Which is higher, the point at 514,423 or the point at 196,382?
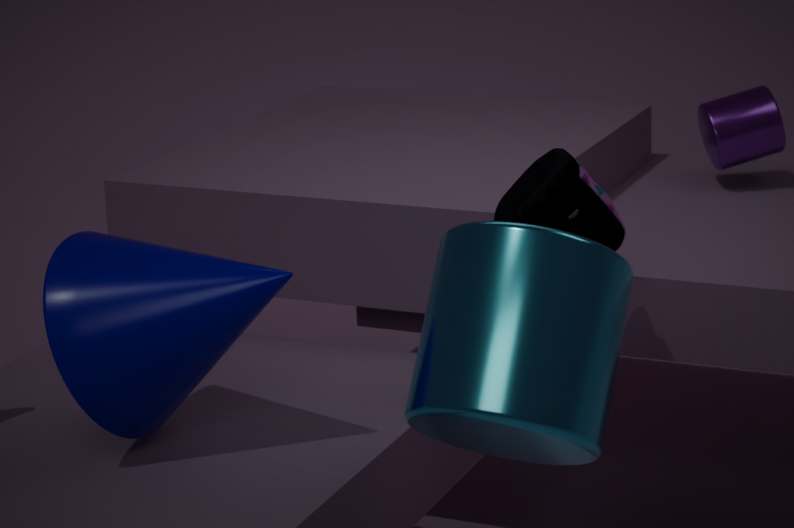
the point at 514,423
